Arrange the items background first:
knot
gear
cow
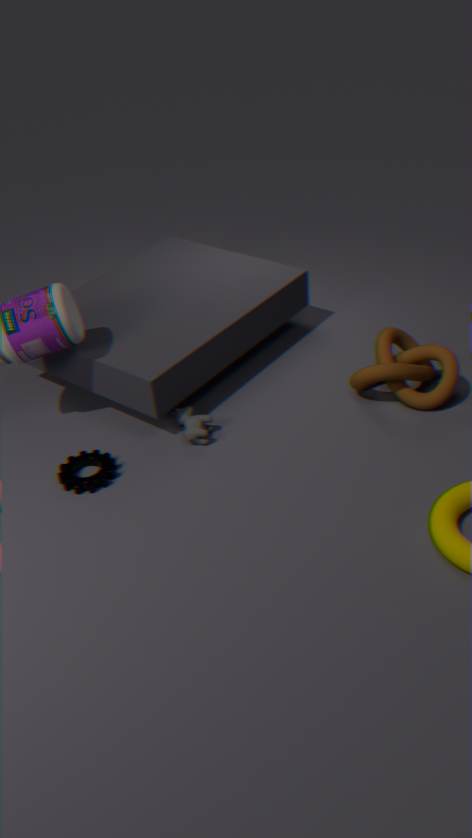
knot < cow < gear
